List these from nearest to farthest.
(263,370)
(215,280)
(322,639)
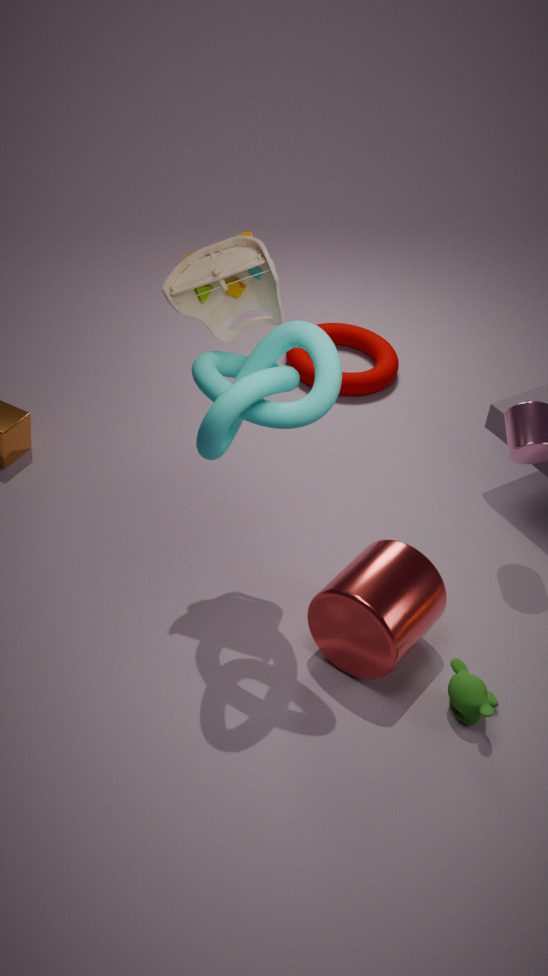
(263,370)
(215,280)
(322,639)
